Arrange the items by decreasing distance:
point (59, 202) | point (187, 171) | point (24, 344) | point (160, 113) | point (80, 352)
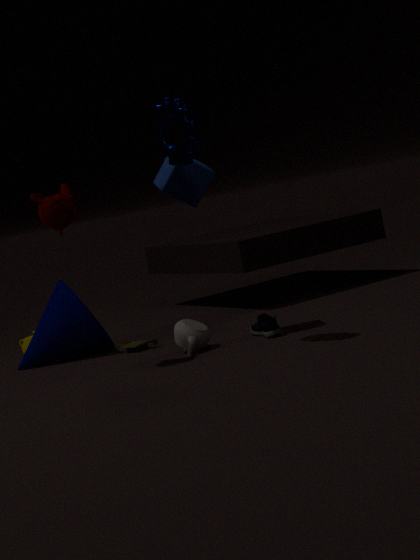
point (24, 344)
point (80, 352)
point (187, 171)
point (59, 202)
point (160, 113)
